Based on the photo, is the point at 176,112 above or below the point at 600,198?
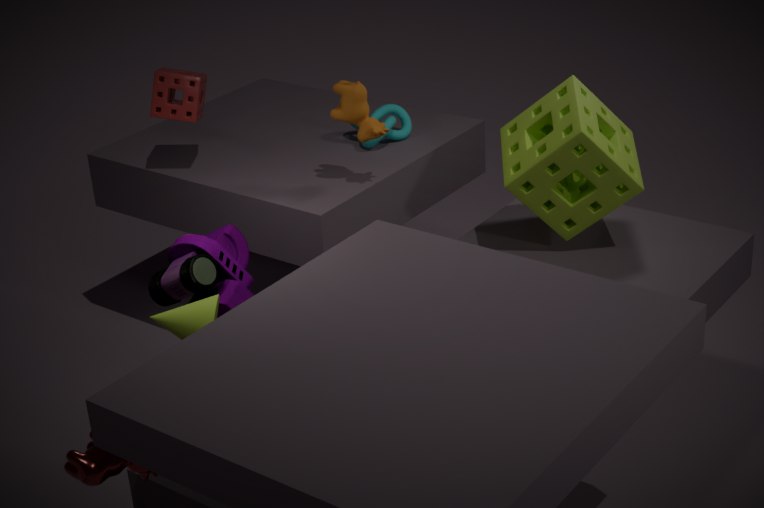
above
